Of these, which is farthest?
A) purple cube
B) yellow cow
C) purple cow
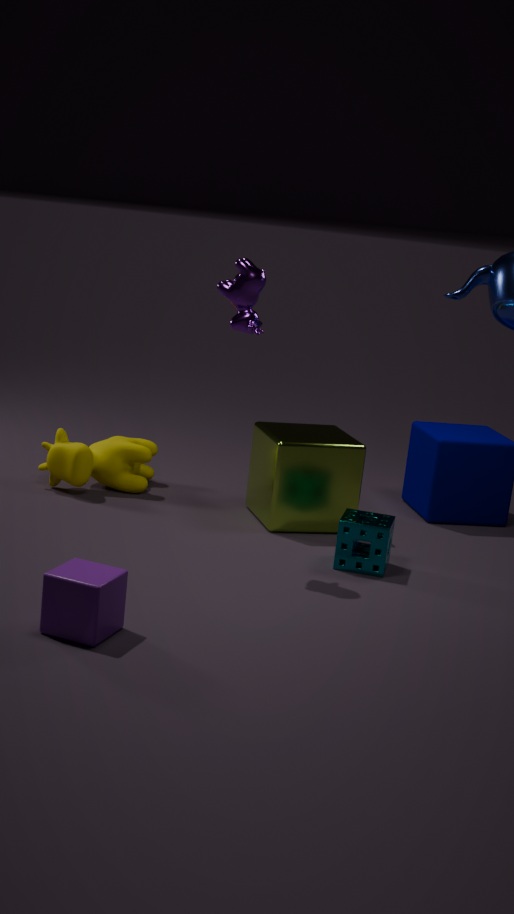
yellow cow
